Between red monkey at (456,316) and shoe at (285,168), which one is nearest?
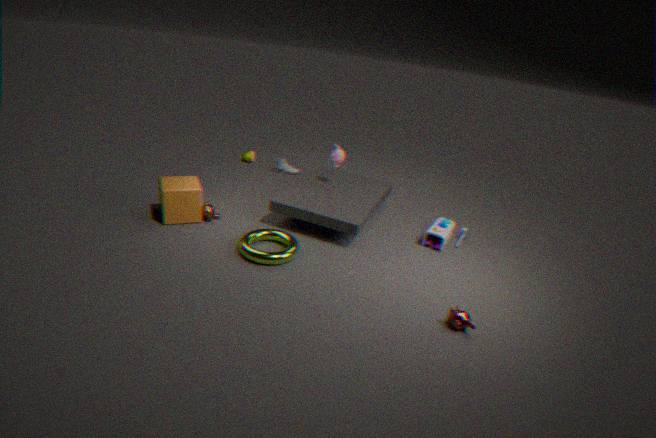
red monkey at (456,316)
